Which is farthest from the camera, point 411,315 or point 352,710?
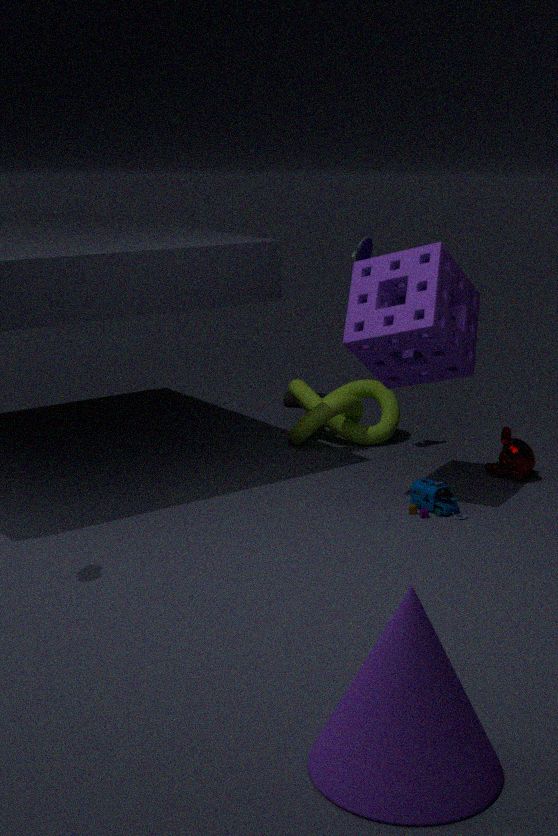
point 411,315
